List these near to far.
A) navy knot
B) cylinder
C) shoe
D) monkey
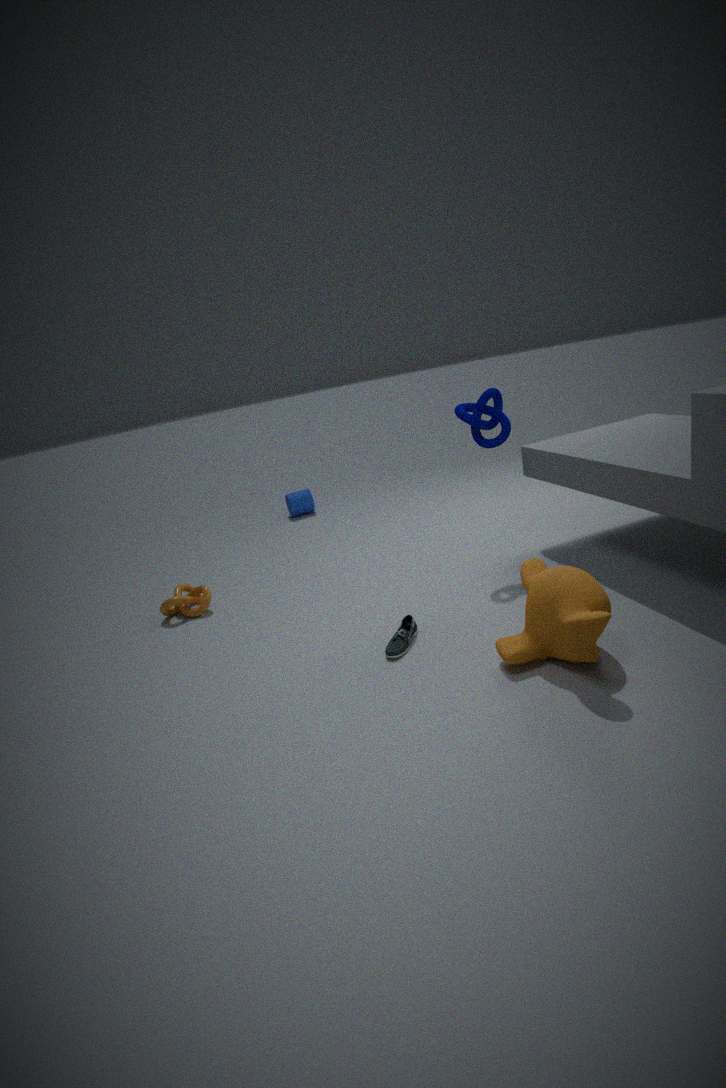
monkey
shoe
navy knot
cylinder
